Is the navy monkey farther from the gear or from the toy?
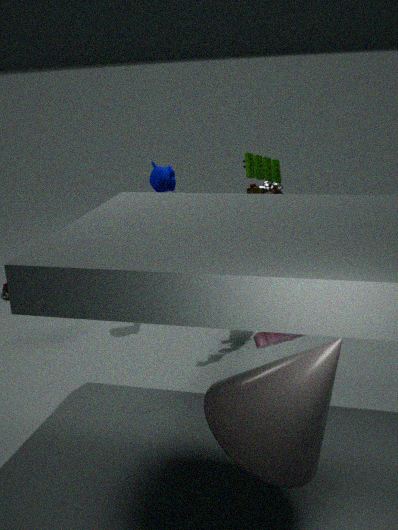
the gear
